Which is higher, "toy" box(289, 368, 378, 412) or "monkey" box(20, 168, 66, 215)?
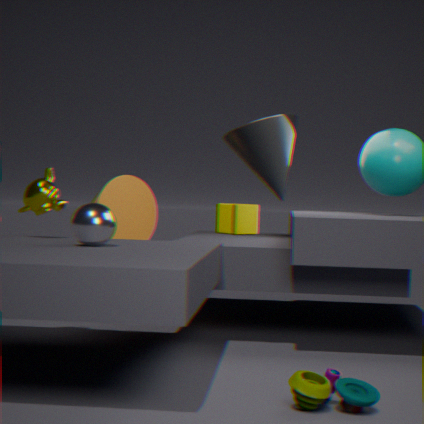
"monkey" box(20, 168, 66, 215)
